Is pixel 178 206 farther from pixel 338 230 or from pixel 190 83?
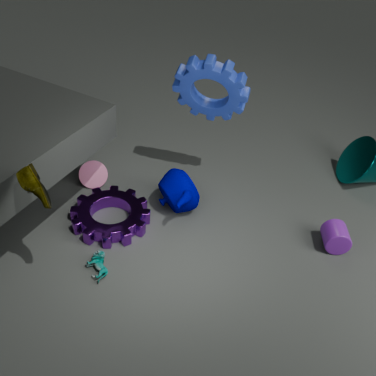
pixel 338 230
